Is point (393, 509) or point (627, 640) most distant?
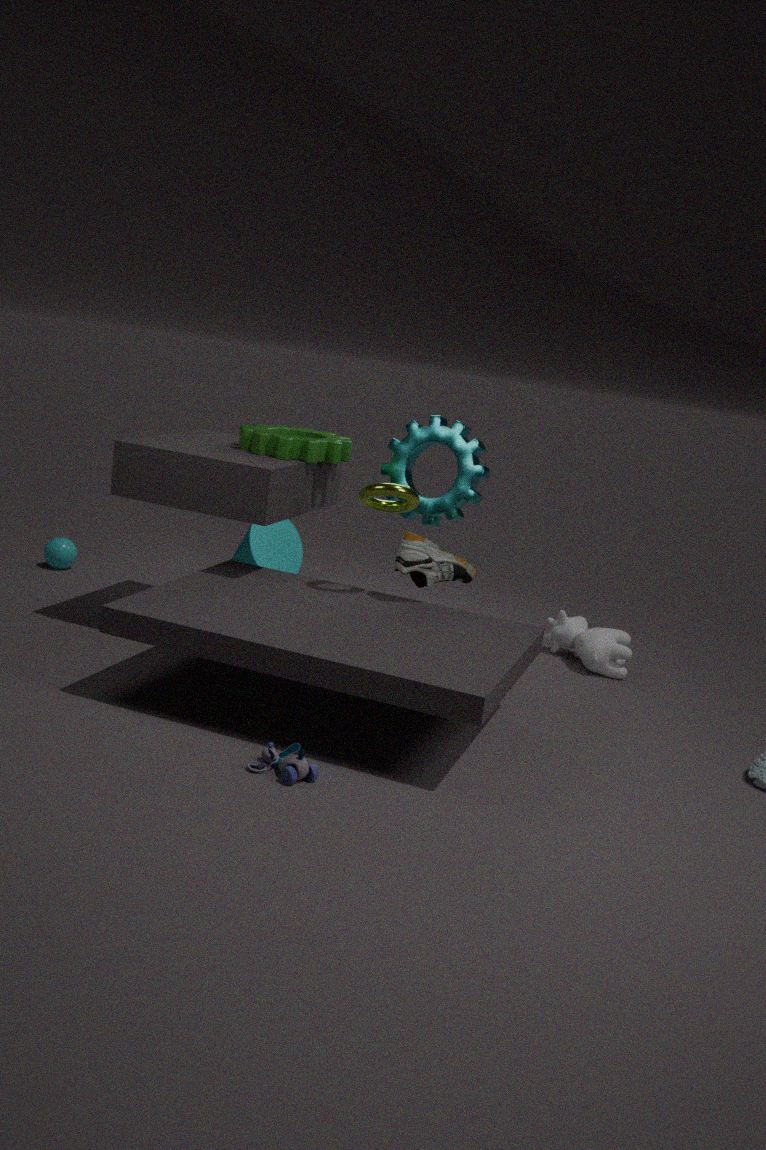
point (627, 640)
